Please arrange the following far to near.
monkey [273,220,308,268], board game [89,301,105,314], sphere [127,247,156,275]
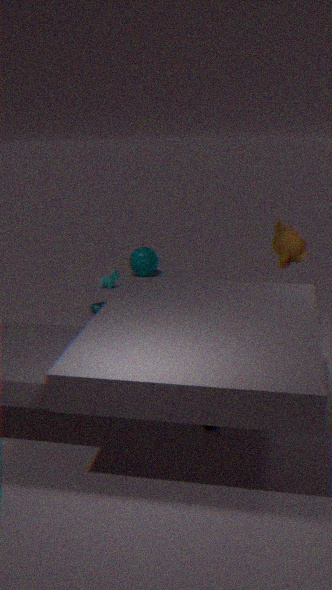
1. sphere [127,247,156,275]
2. board game [89,301,105,314]
3. monkey [273,220,308,268]
